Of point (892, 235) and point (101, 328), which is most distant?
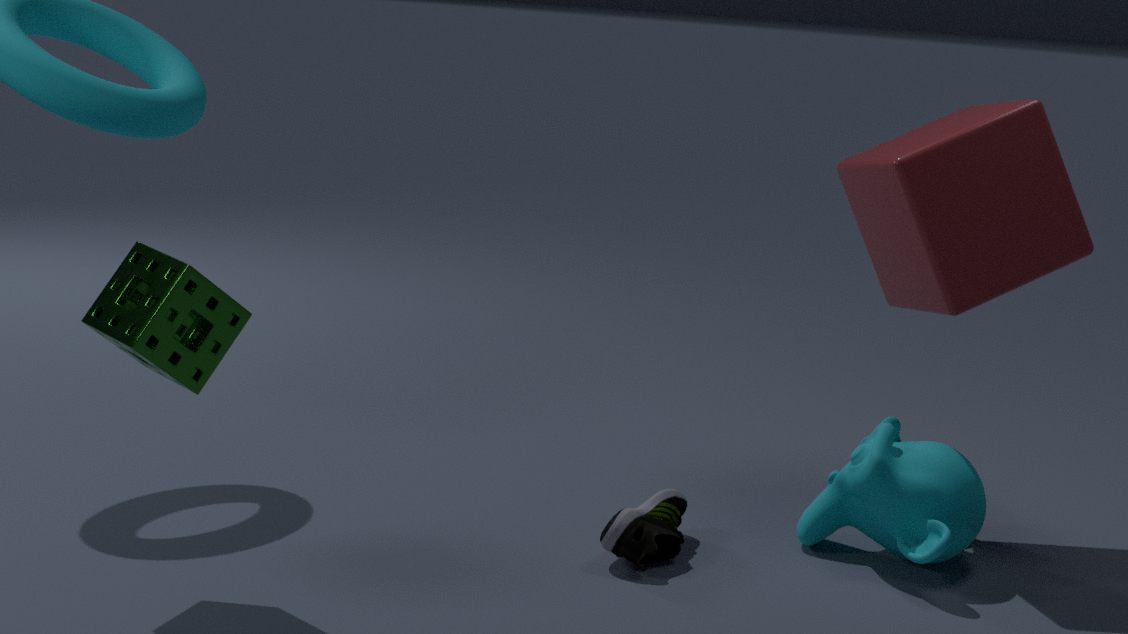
point (892, 235)
